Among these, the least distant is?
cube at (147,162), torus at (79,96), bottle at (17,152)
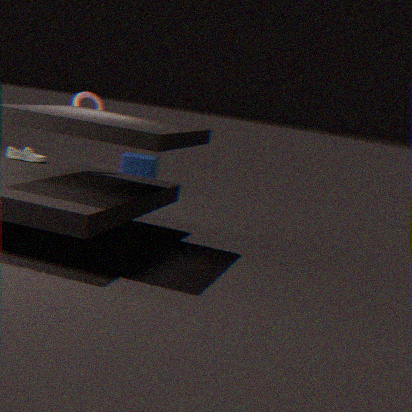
bottle at (17,152)
